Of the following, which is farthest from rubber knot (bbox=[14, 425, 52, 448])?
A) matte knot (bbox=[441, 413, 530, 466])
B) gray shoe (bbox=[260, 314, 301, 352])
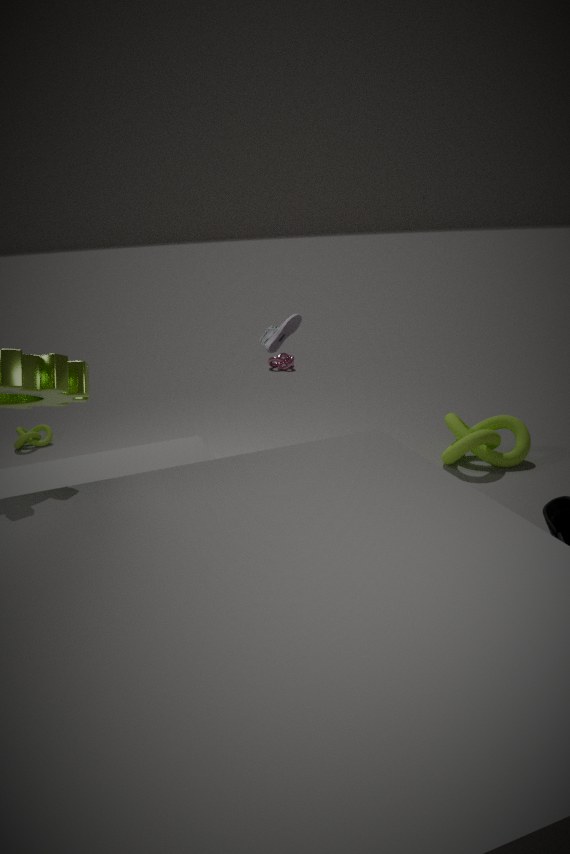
matte knot (bbox=[441, 413, 530, 466])
